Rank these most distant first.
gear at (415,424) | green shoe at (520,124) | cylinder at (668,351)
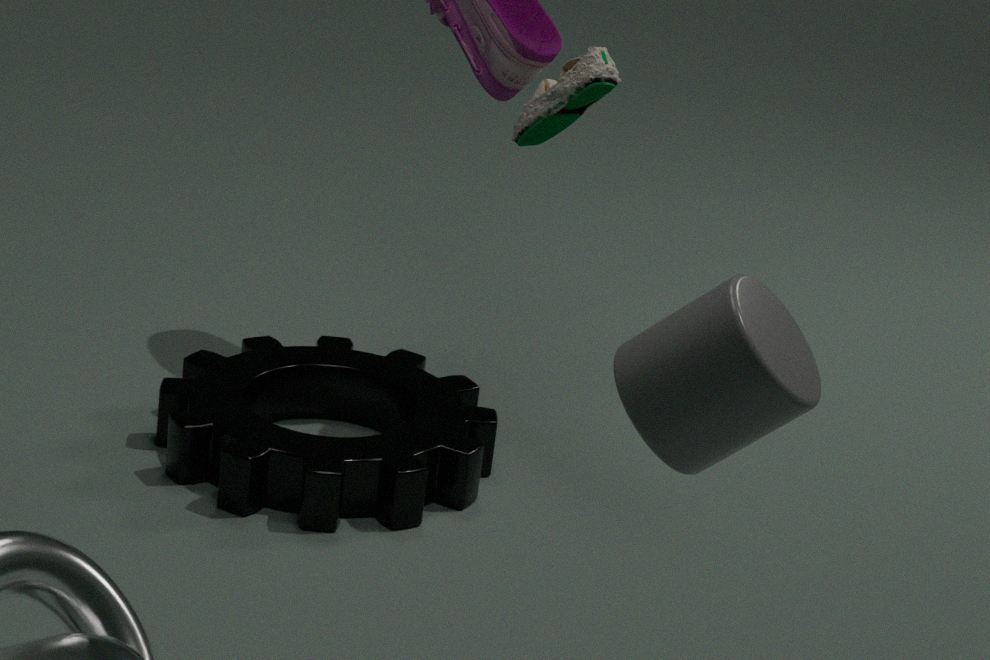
green shoe at (520,124)
gear at (415,424)
cylinder at (668,351)
